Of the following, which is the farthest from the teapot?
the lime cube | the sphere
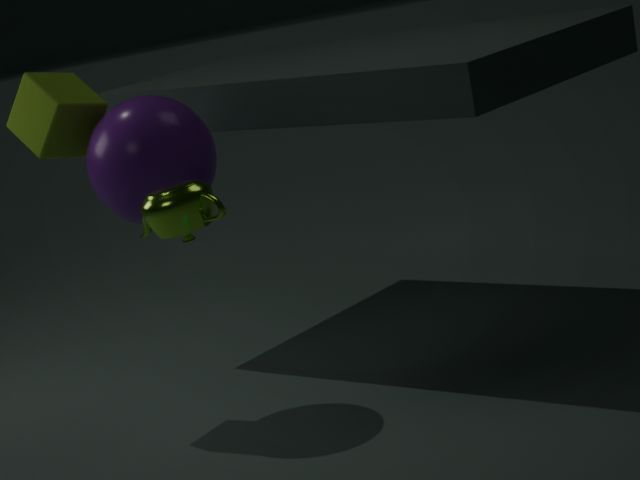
the lime cube
